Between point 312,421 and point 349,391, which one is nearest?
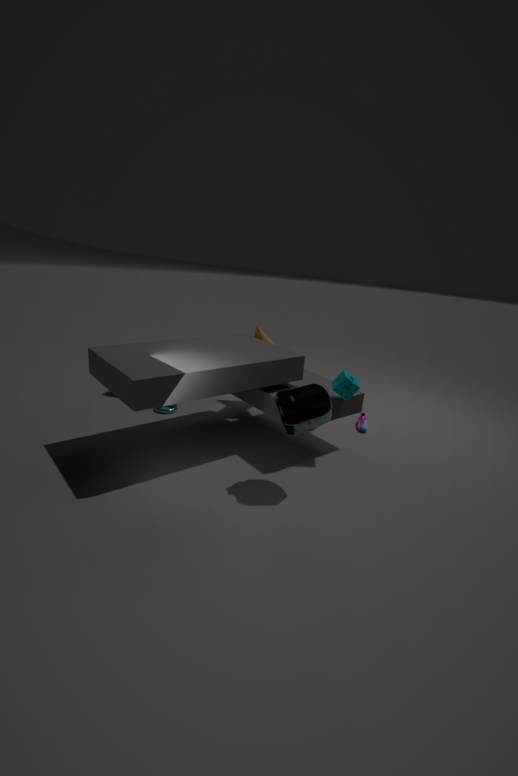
point 312,421
